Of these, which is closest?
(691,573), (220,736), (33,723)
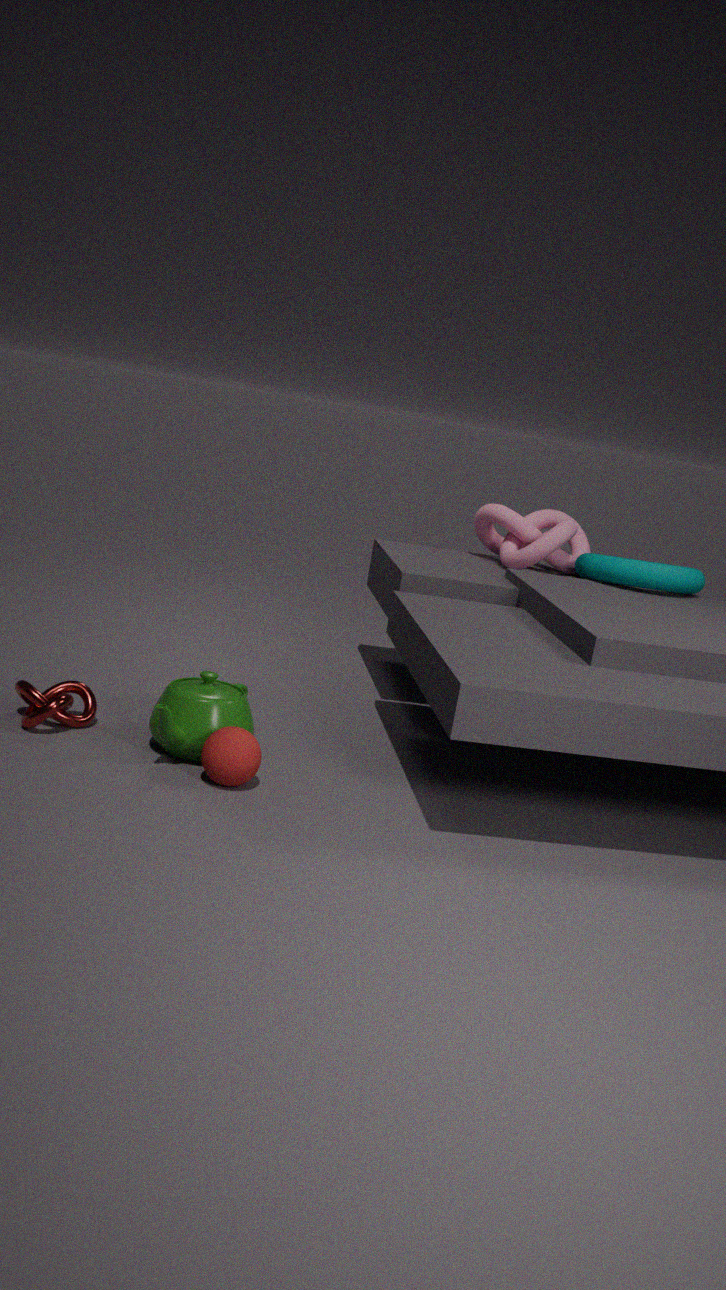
(220,736)
